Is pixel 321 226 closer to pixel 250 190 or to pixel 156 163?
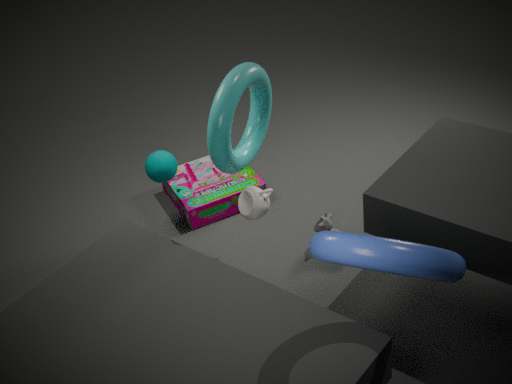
pixel 250 190
